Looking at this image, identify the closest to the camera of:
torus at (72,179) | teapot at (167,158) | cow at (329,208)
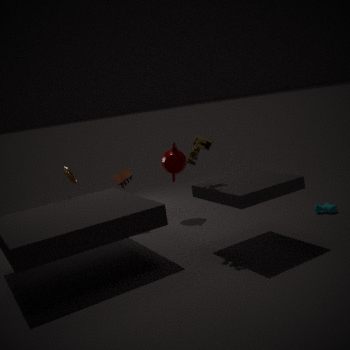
cow at (329,208)
